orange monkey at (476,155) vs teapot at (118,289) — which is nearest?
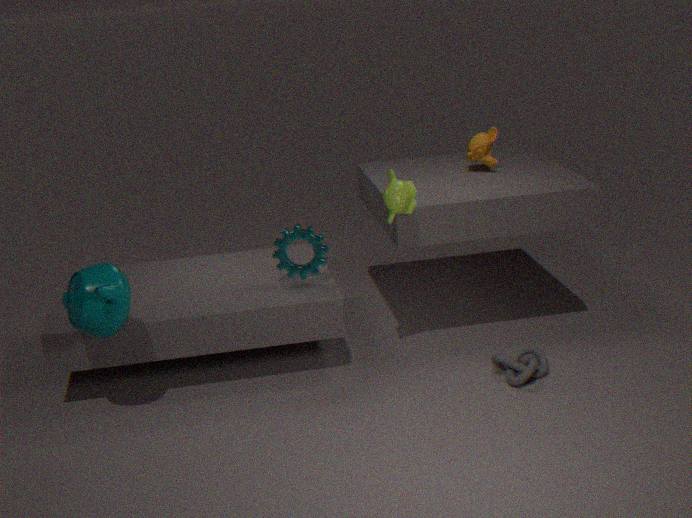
teapot at (118,289)
